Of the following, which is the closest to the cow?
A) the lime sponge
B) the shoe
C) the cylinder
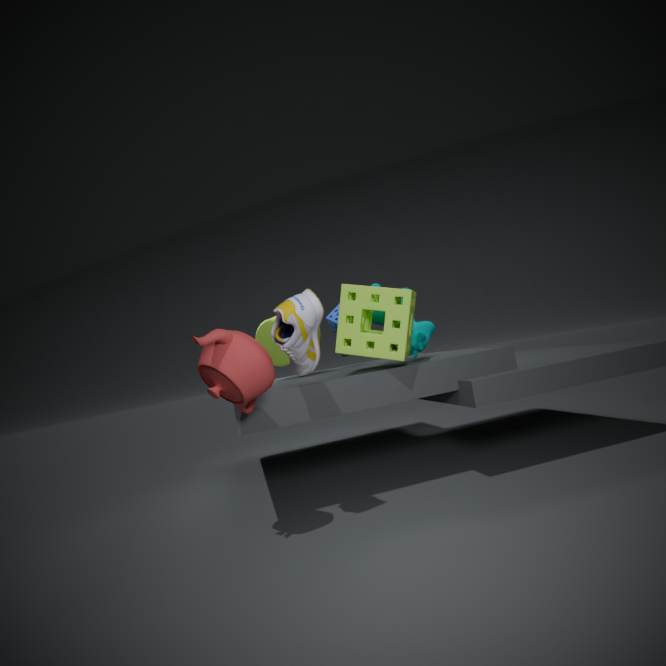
the lime sponge
